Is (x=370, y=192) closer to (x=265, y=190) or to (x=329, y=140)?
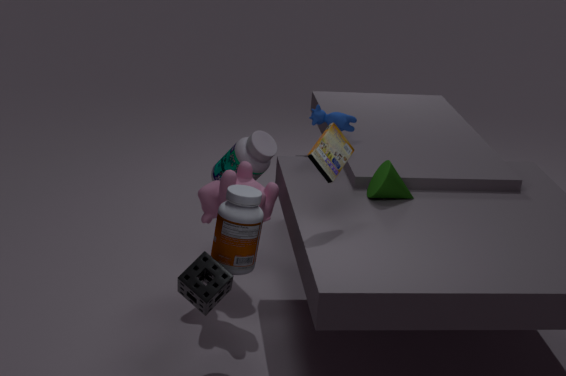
(x=329, y=140)
